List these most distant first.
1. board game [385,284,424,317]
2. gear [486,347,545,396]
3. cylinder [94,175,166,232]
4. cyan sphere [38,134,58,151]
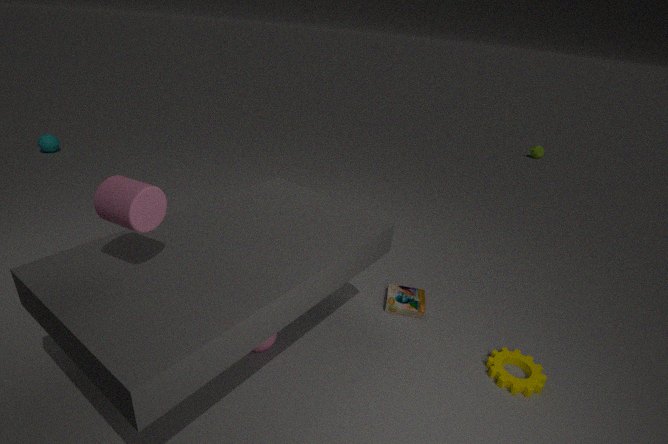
cyan sphere [38,134,58,151] < board game [385,284,424,317] < gear [486,347,545,396] < cylinder [94,175,166,232]
